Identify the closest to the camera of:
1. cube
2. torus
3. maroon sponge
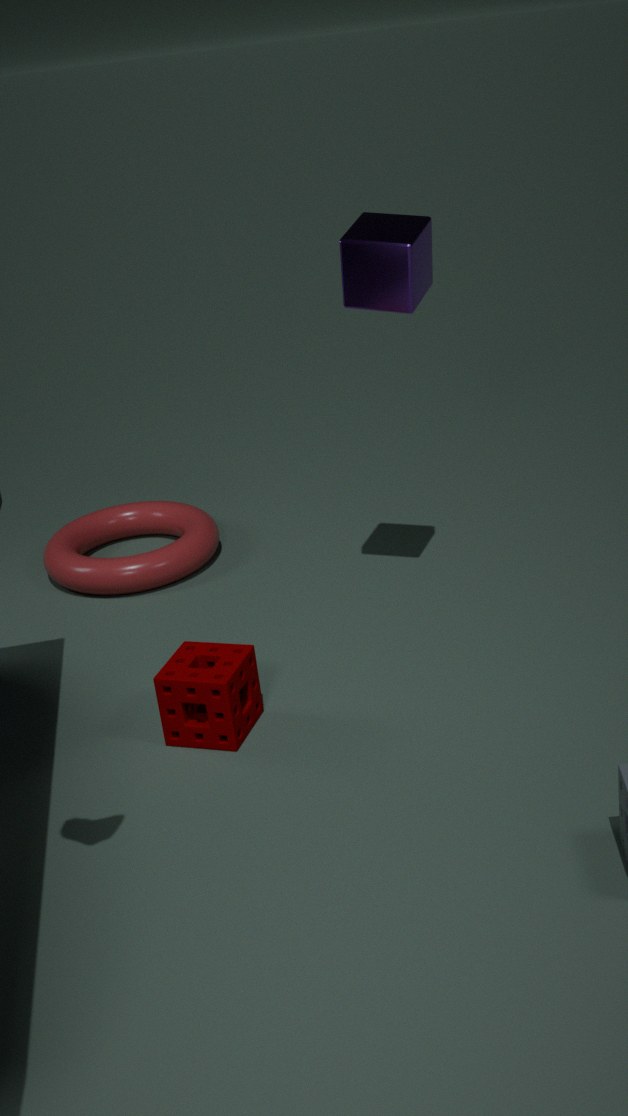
maroon sponge
